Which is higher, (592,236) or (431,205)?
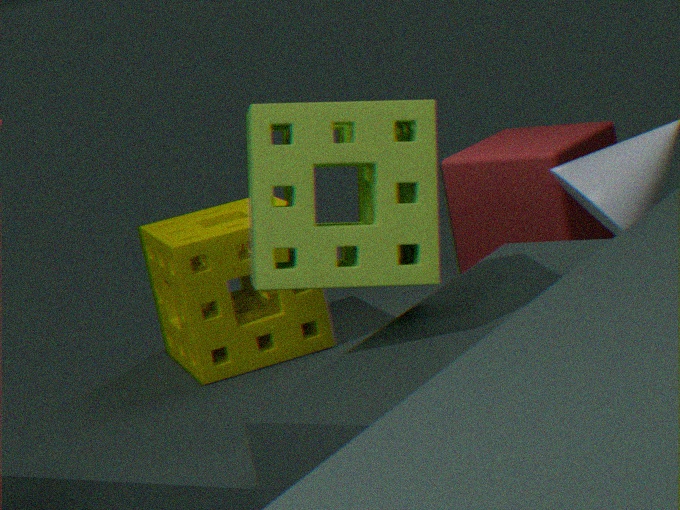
(431,205)
